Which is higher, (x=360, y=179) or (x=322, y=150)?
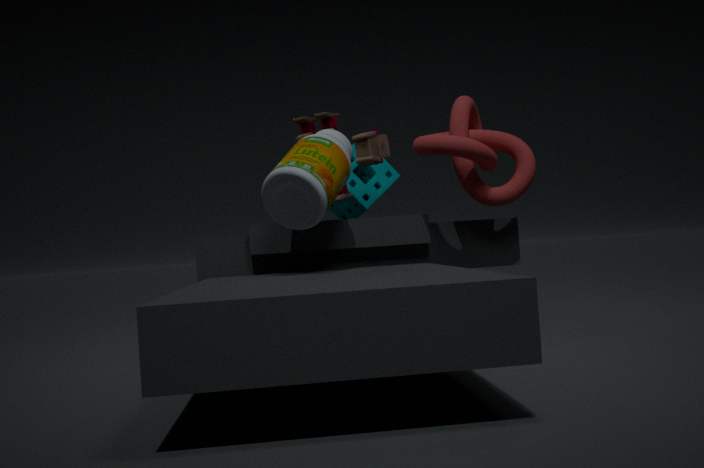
(x=360, y=179)
